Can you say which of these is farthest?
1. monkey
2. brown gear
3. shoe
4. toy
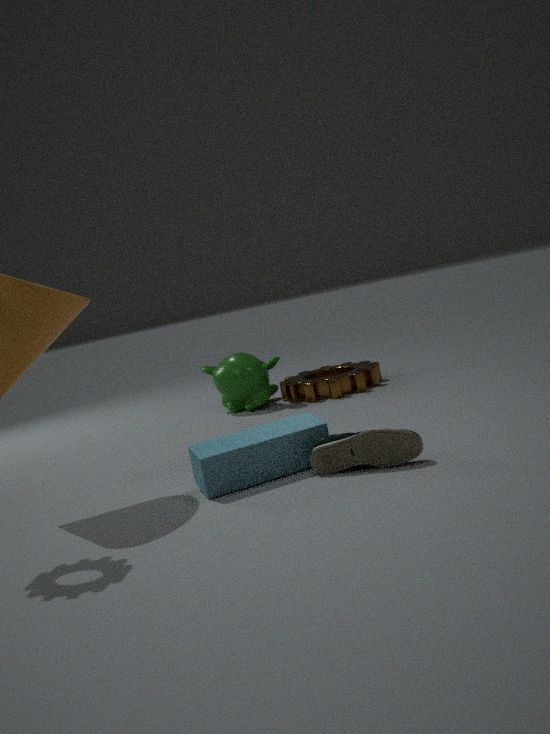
monkey
